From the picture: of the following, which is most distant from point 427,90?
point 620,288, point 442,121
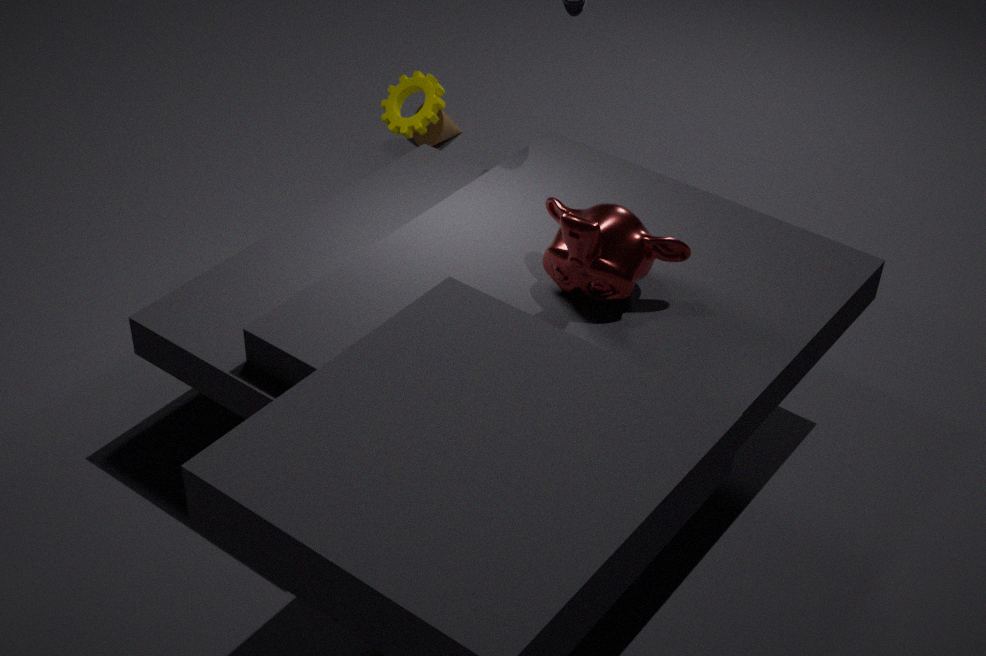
point 620,288
